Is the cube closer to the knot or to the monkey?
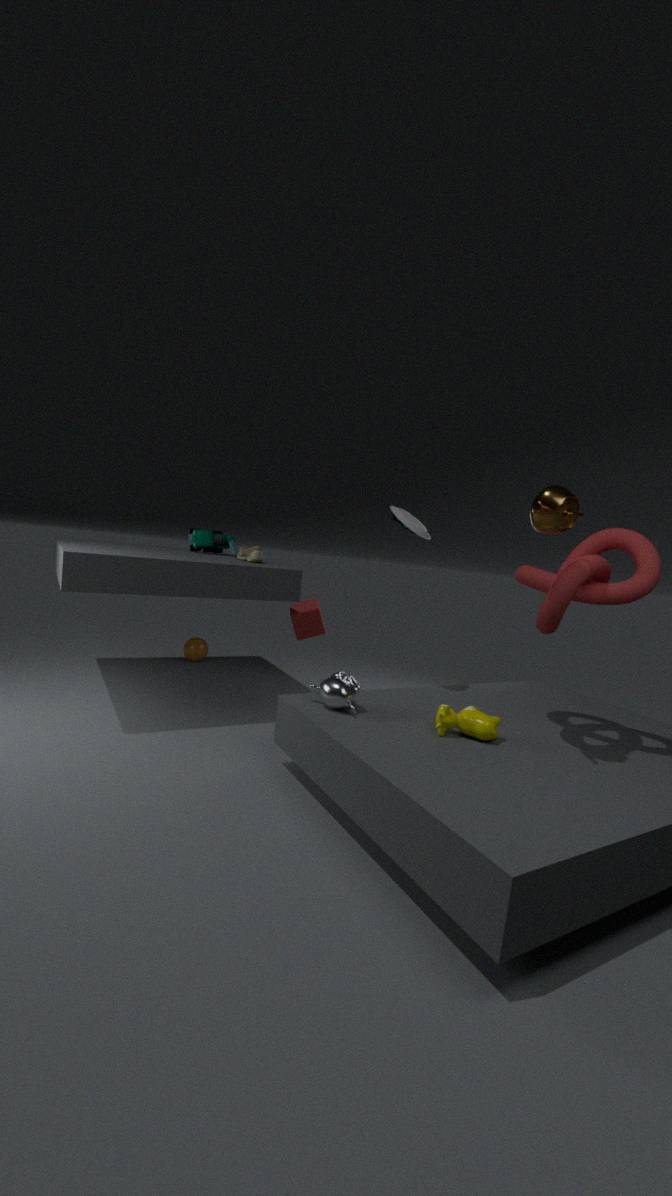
the monkey
